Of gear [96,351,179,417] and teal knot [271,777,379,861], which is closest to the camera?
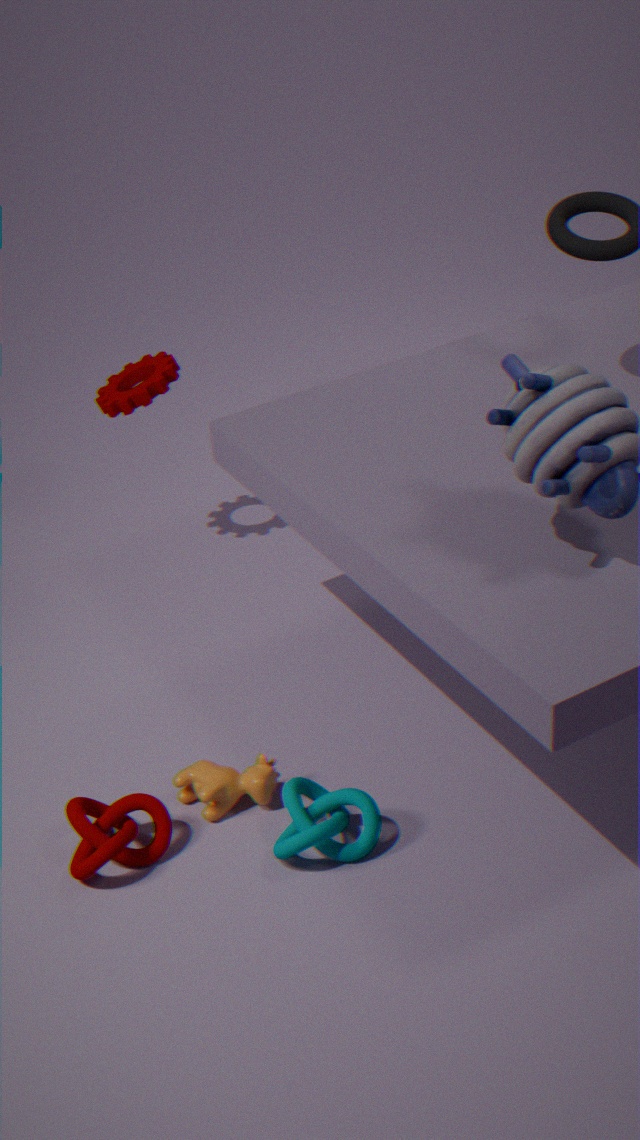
teal knot [271,777,379,861]
